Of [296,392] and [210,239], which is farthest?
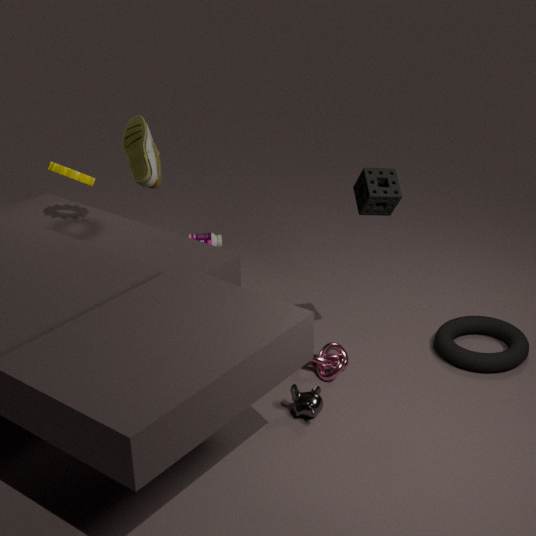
[210,239]
